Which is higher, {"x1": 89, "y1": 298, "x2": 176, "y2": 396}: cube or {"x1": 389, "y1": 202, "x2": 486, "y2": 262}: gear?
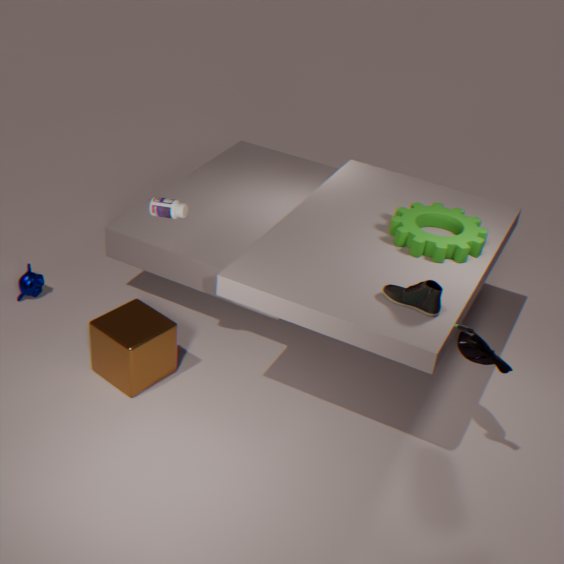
{"x1": 389, "y1": 202, "x2": 486, "y2": 262}: gear
